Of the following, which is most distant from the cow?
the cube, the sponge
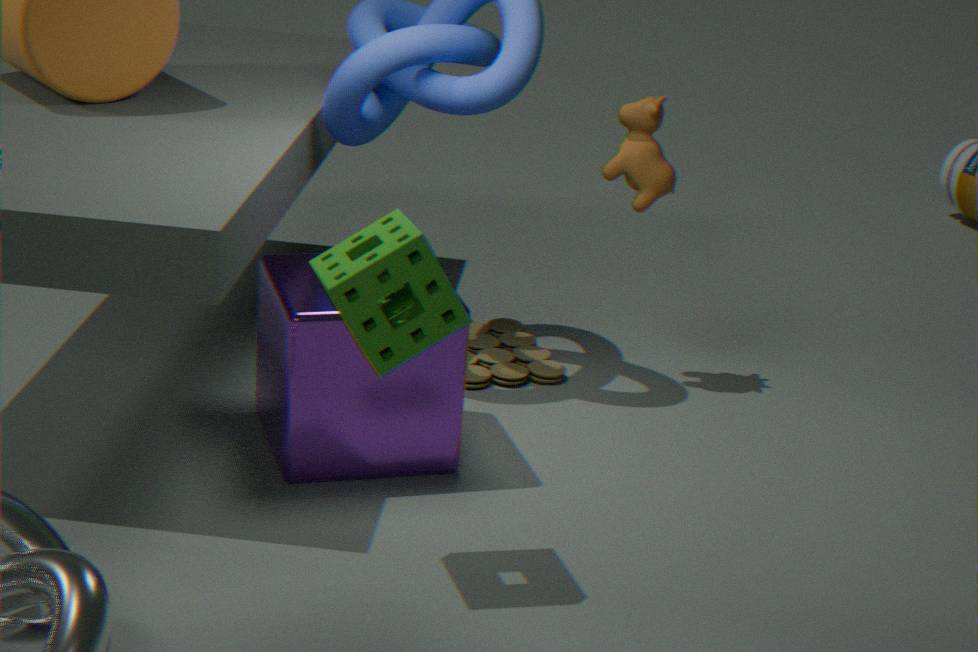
the sponge
